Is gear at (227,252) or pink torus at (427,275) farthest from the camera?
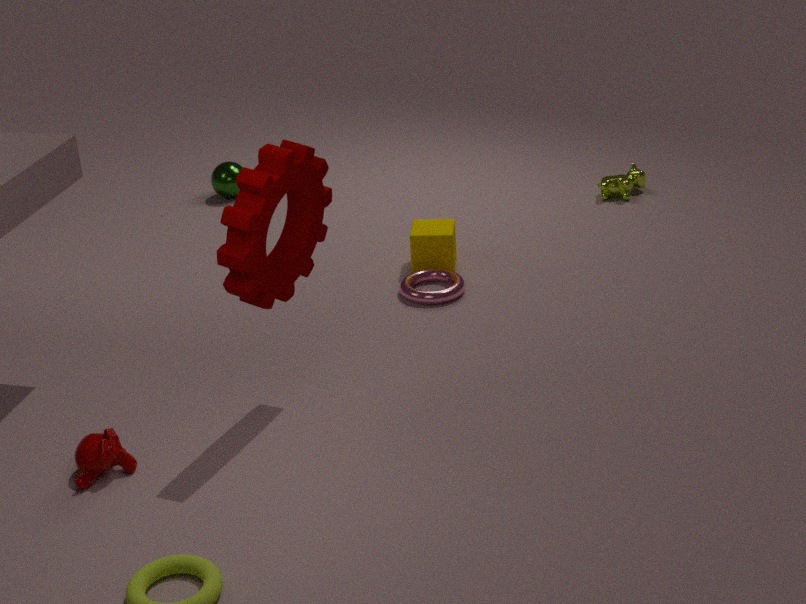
pink torus at (427,275)
